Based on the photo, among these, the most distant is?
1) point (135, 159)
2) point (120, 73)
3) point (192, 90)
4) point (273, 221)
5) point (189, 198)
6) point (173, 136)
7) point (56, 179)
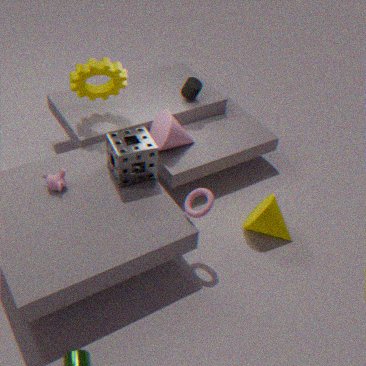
3. point (192, 90)
